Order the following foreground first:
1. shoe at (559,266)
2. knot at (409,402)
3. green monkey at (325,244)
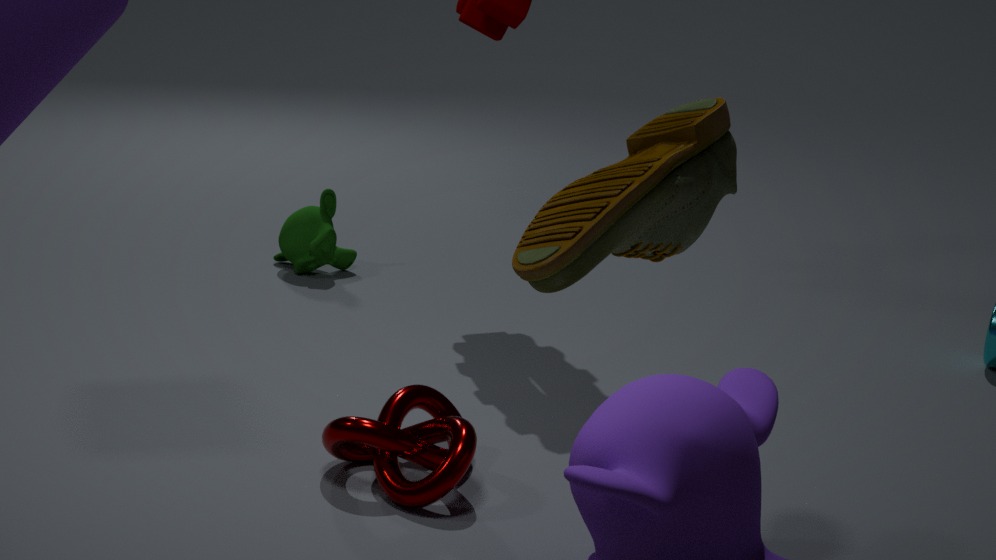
shoe at (559,266), knot at (409,402), green monkey at (325,244)
